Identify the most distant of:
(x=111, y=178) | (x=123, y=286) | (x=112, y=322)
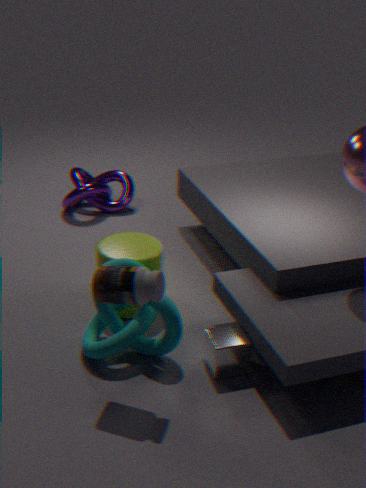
(x=111, y=178)
